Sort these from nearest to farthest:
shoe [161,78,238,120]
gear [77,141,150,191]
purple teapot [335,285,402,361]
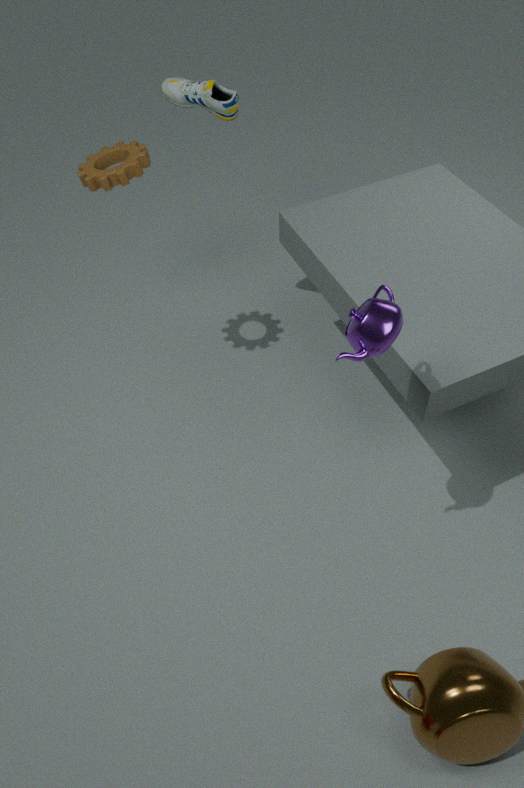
purple teapot [335,285,402,361] < gear [77,141,150,191] < shoe [161,78,238,120]
